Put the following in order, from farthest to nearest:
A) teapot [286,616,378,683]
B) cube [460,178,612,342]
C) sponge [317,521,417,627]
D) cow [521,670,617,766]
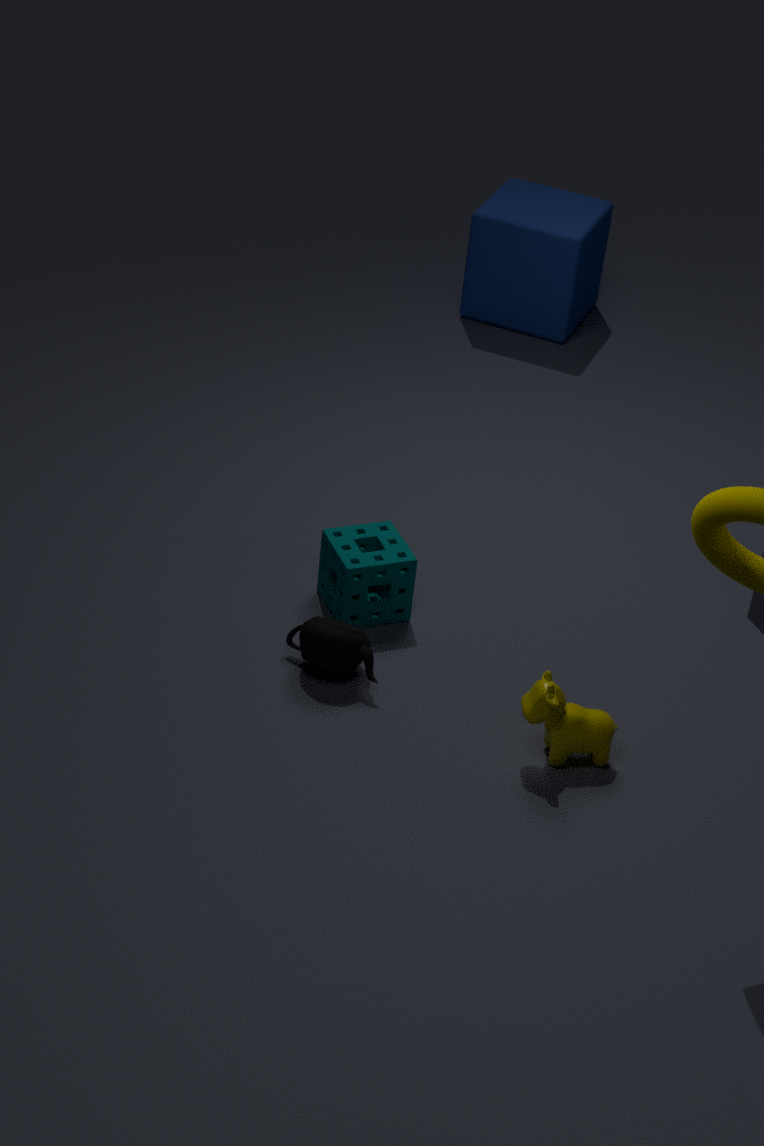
cube [460,178,612,342] < sponge [317,521,417,627] < teapot [286,616,378,683] < cow [521,670,617,766]
